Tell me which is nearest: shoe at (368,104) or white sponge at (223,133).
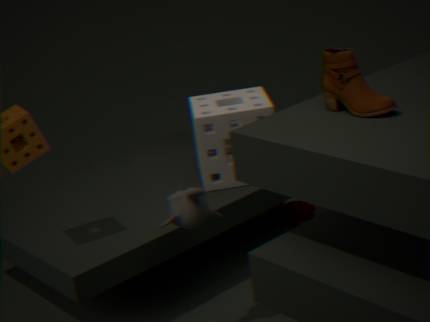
shoe at (368,104)
